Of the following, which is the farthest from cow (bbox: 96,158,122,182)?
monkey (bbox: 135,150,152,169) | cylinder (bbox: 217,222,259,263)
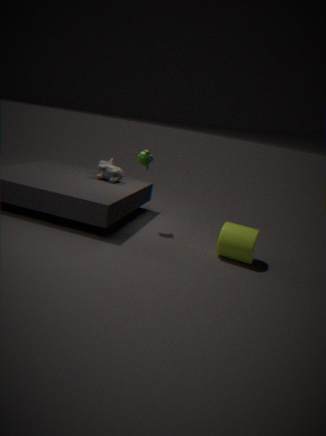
cylinder (bbox: 217,222,259,263)
